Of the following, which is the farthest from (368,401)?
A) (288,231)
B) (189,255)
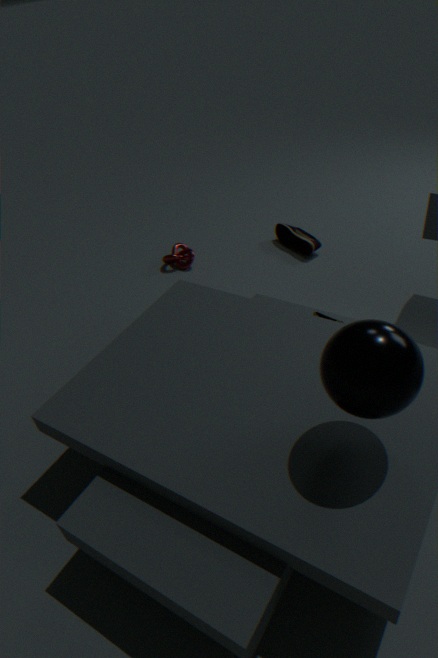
(189,255)
